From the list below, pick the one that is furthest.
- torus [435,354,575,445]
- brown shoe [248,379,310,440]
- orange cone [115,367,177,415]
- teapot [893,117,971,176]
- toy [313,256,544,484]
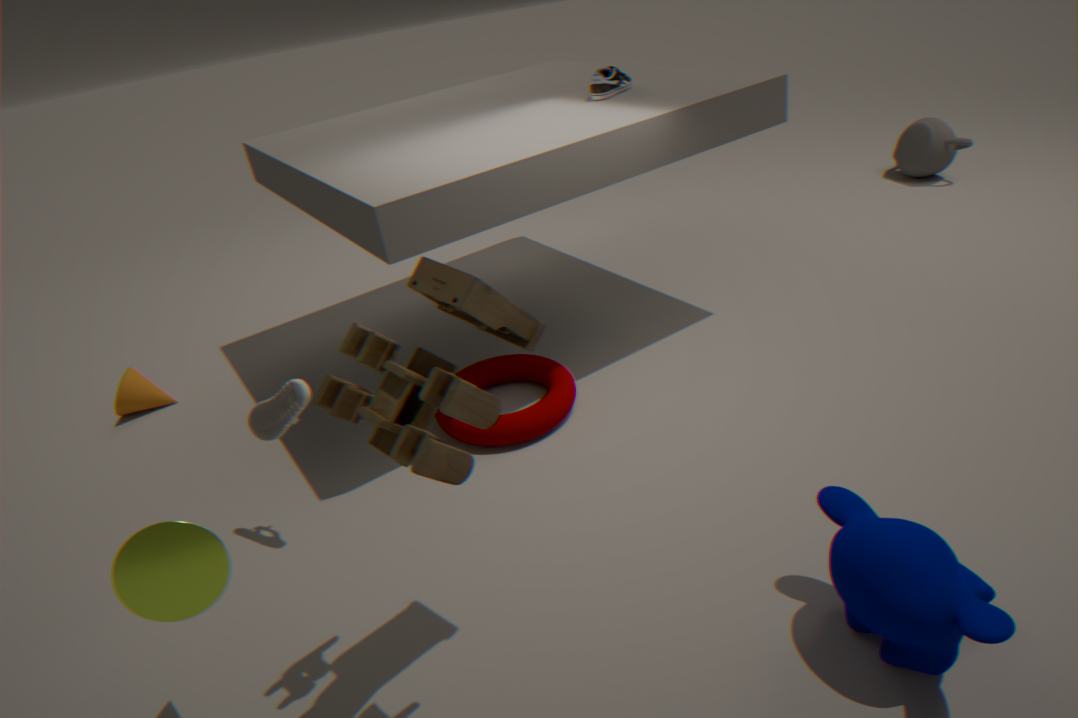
teapot [893,117,971,176]
